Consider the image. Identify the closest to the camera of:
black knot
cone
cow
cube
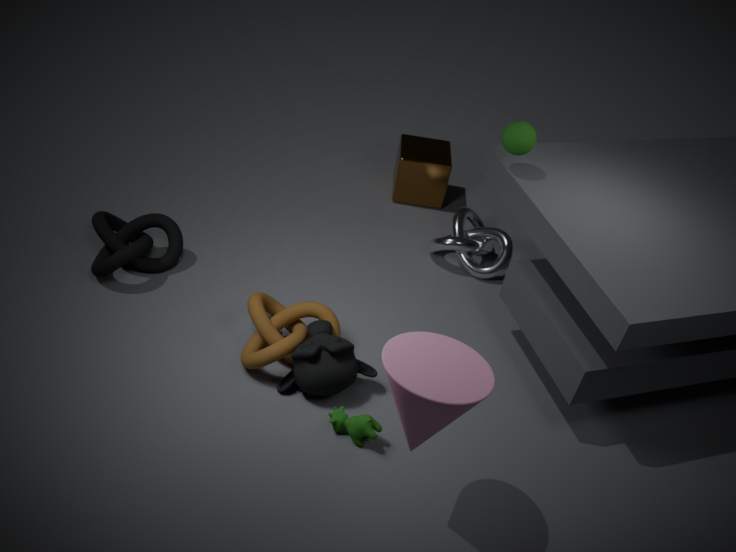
cone
